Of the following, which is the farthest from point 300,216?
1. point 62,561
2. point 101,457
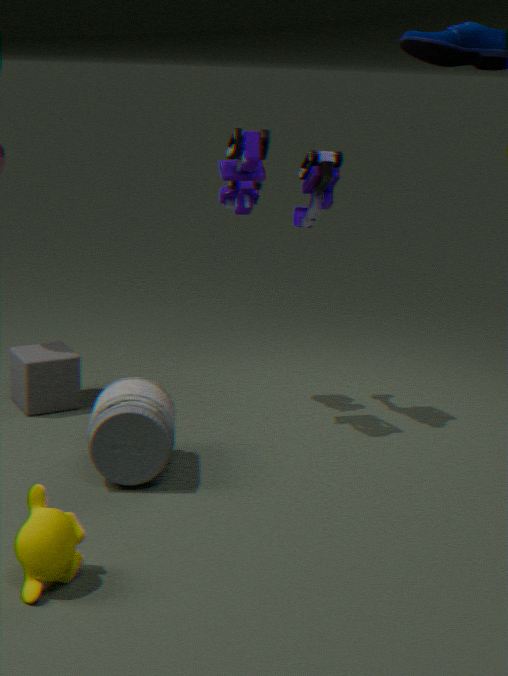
point 62,561
